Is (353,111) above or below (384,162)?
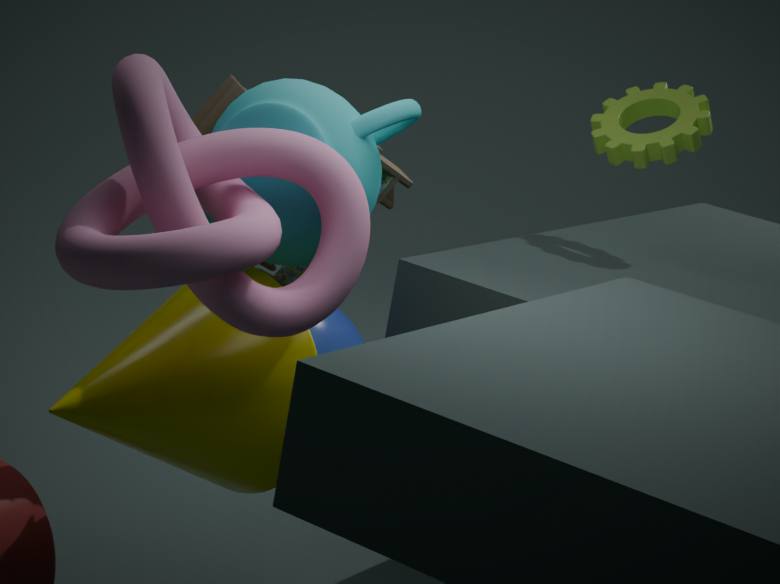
above
